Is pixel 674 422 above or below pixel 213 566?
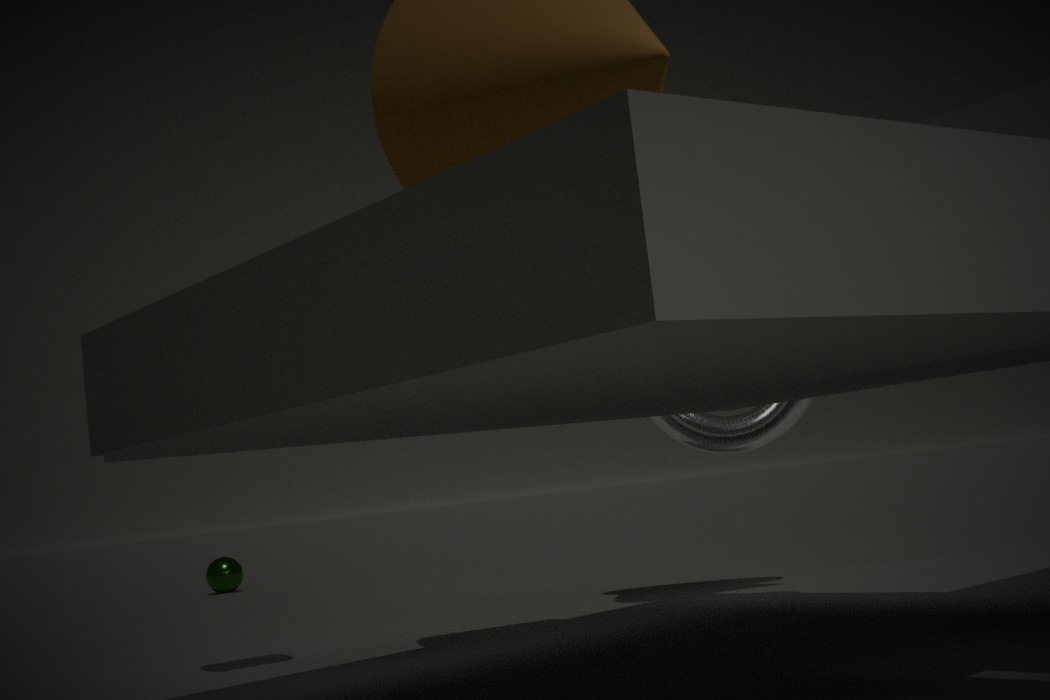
above
